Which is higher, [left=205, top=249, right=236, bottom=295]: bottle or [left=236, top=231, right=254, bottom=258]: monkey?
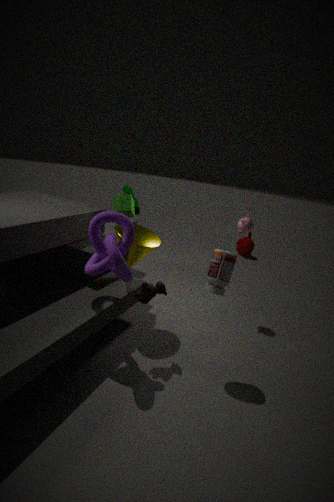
[left=205, top=249, right=236, bottom=295]: bottle
